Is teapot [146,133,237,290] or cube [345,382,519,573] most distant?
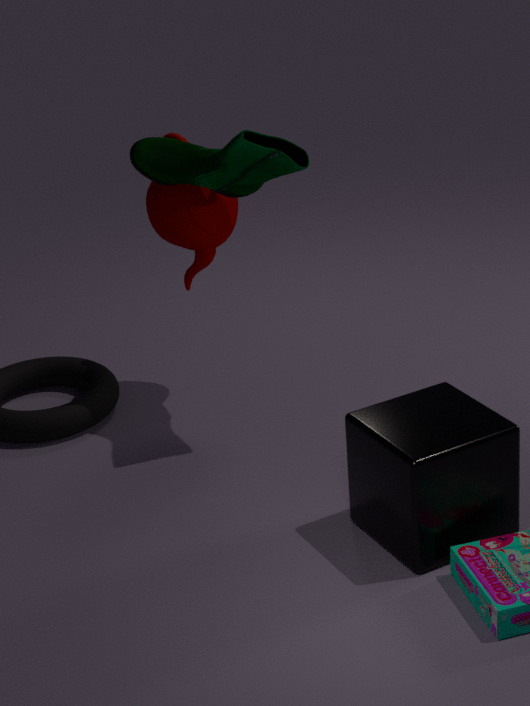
teapot [146,133,237,290]
